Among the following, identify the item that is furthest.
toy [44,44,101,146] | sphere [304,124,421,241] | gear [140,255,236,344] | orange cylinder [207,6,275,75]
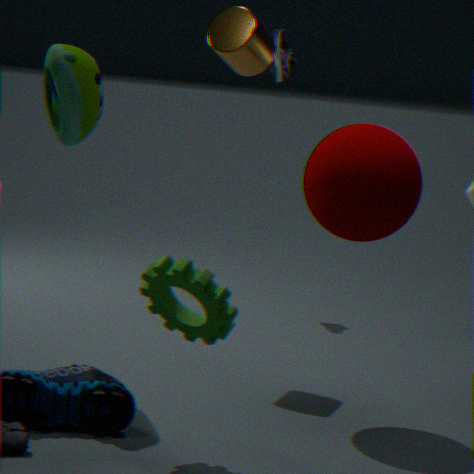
orange cylinder [207,6,275,75]
